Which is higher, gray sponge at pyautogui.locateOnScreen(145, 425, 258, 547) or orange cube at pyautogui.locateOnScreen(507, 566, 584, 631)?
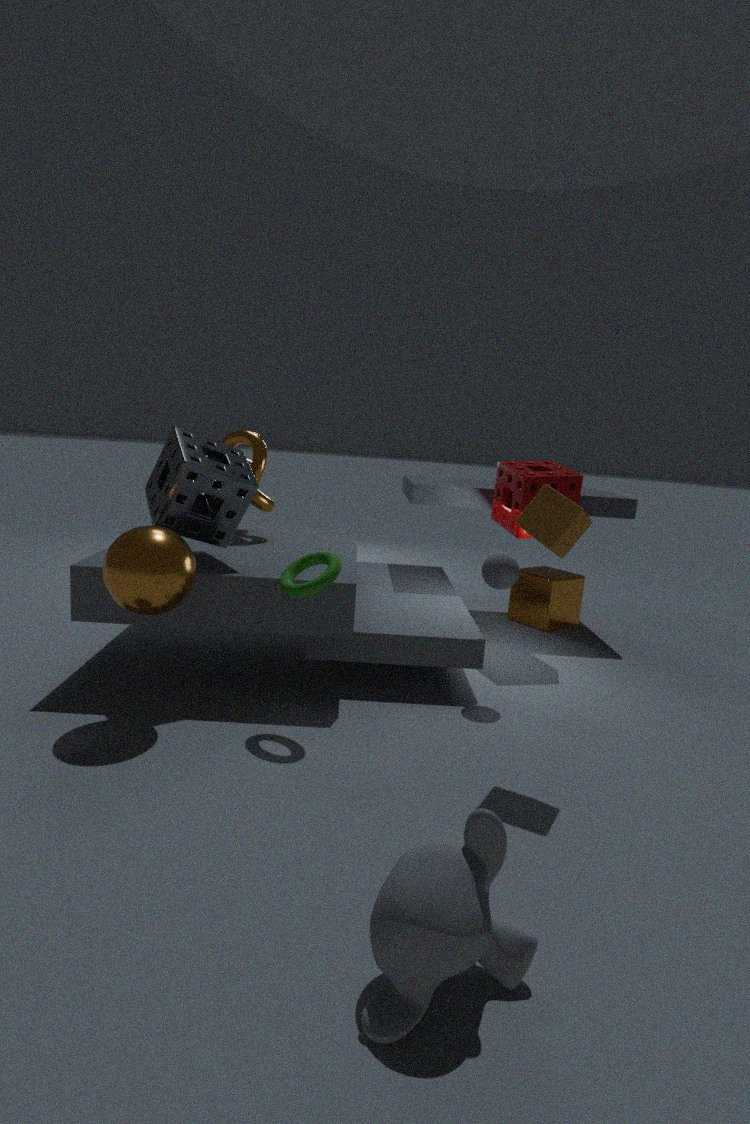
gray sponge at pyautogui.locateOnScreen(145, 425, 258, 547)
